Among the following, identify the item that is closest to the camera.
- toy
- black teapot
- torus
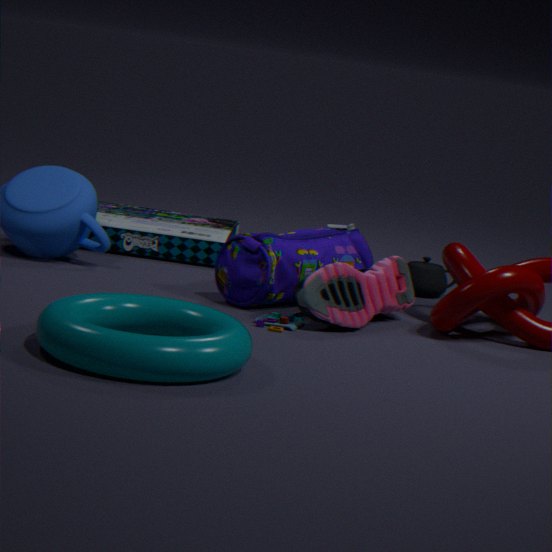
torus
